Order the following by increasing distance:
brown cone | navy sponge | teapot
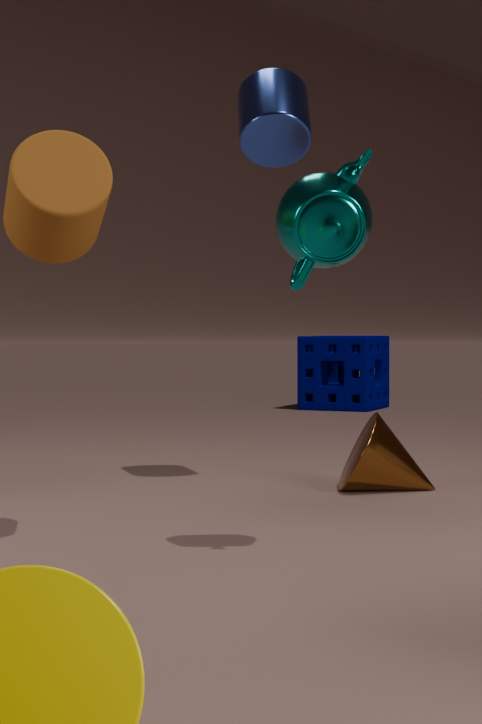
teapot, brown cone, navy sponge
